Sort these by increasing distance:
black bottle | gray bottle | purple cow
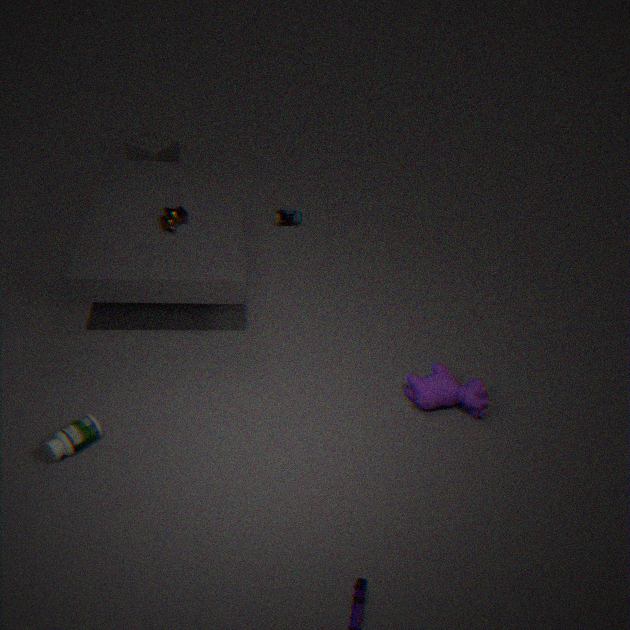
gray bottle, purple cow, black bottle
